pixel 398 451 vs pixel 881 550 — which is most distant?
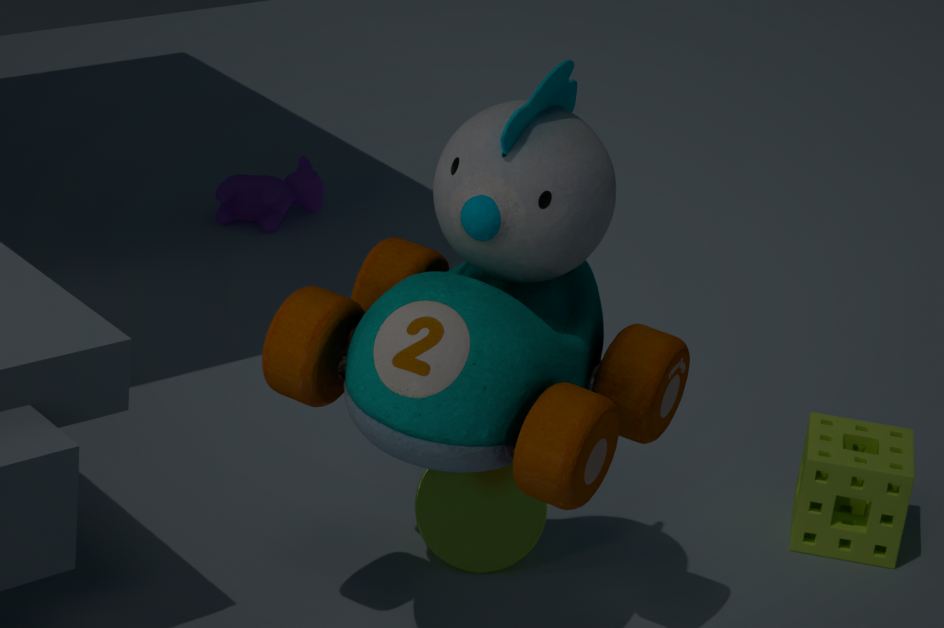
pixel 881 550
